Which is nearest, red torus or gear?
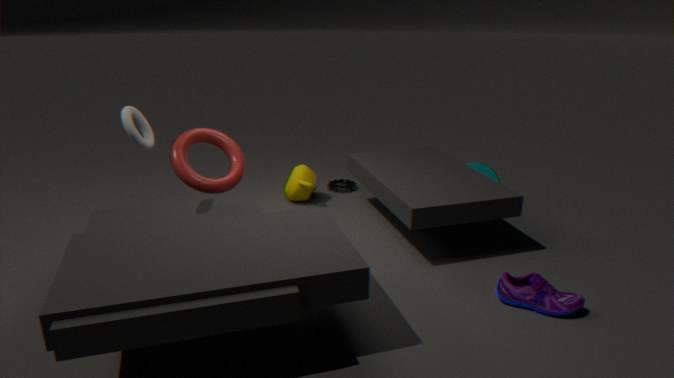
red torus
